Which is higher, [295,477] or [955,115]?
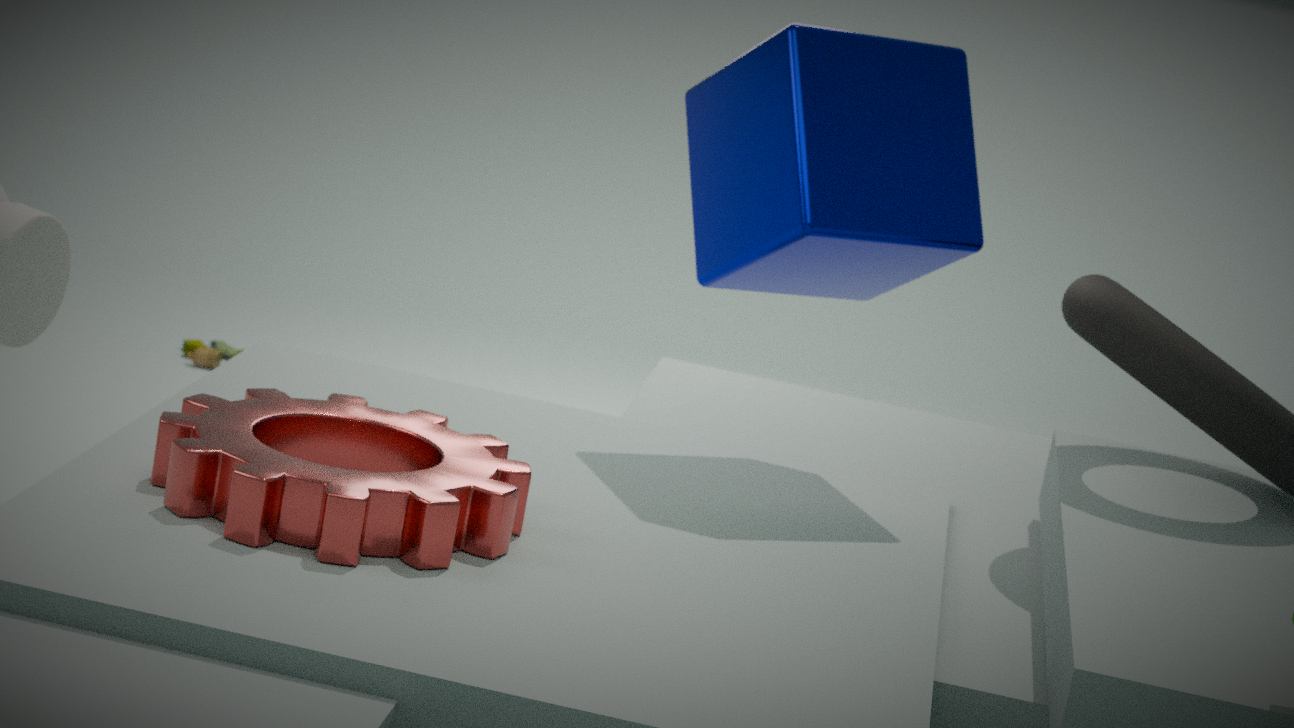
[955,115]
